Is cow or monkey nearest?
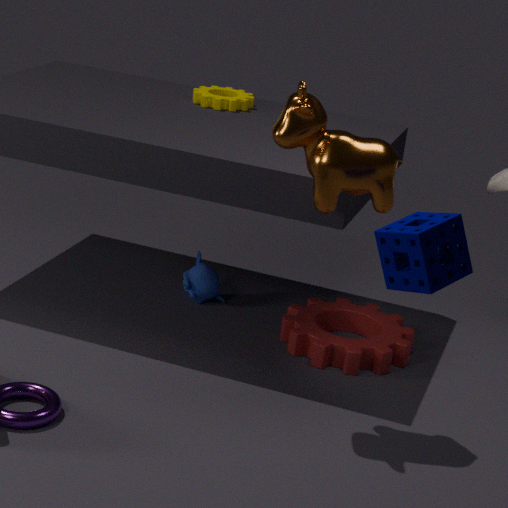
cow
